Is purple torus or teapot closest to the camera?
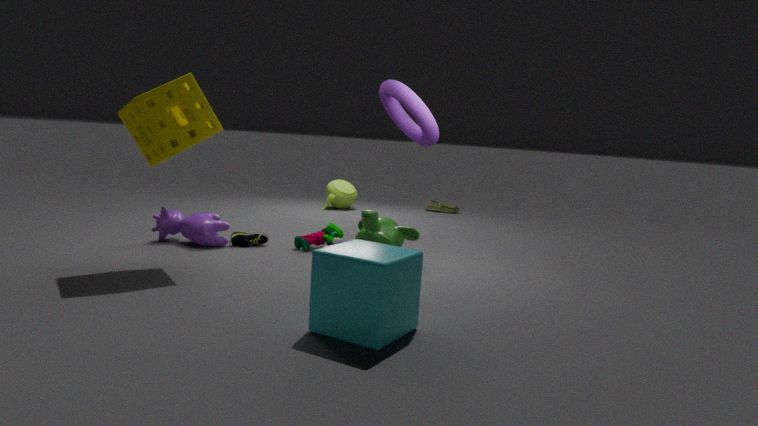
purple torus
